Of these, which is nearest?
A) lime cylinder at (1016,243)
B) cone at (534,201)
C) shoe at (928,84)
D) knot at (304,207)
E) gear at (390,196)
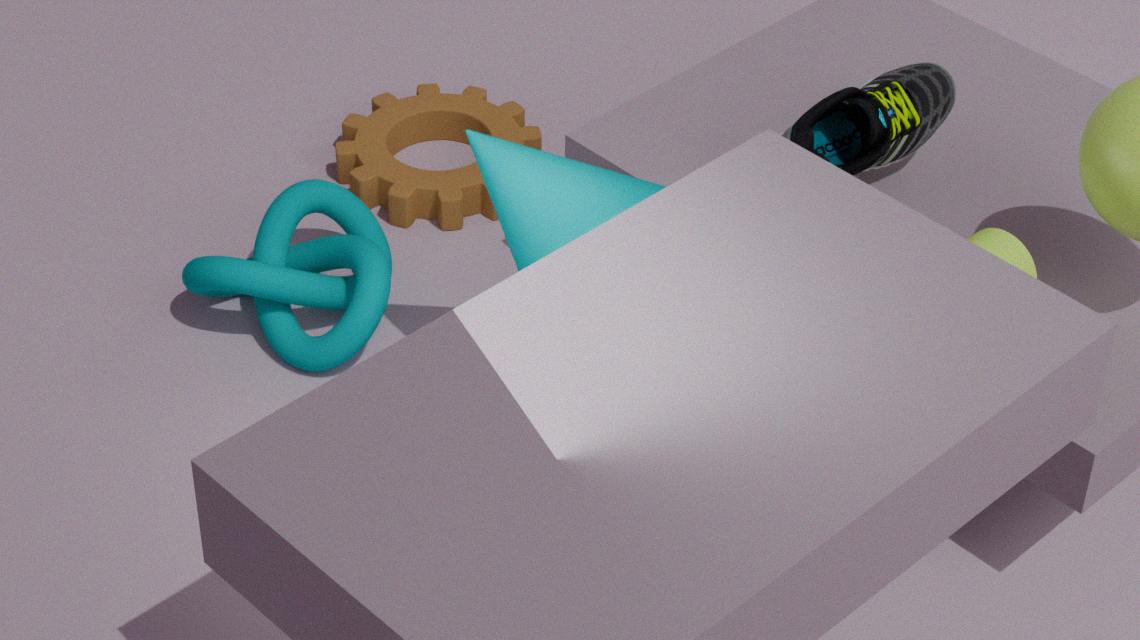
lime cylinder at (1016,243)
